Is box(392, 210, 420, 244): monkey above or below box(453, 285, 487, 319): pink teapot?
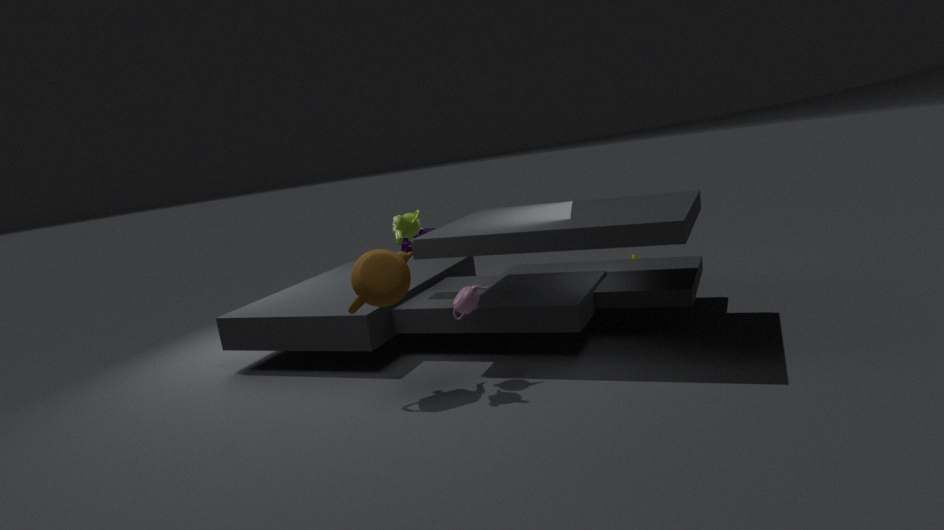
above
